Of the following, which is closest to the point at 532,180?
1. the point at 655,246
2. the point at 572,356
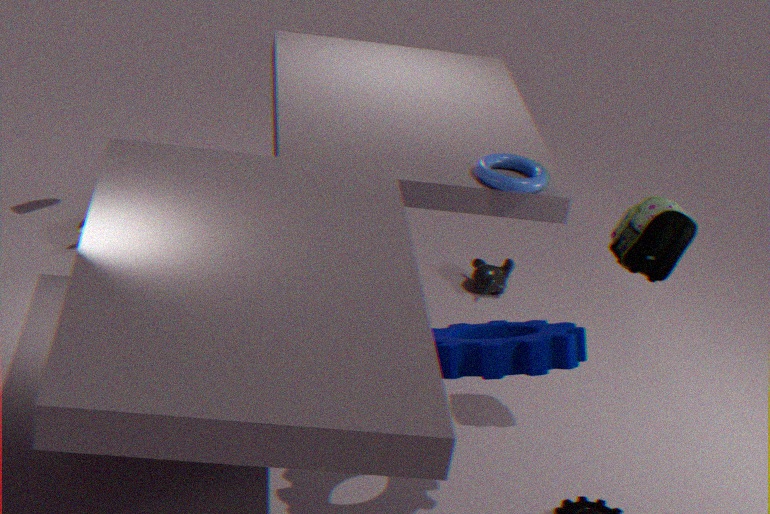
the point at 655,246
